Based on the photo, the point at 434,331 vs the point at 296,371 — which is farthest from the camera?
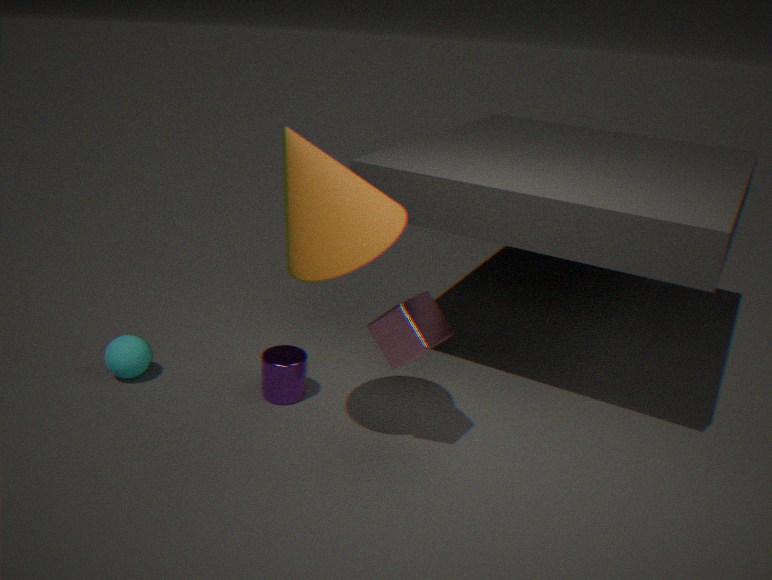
the point at 296,371
